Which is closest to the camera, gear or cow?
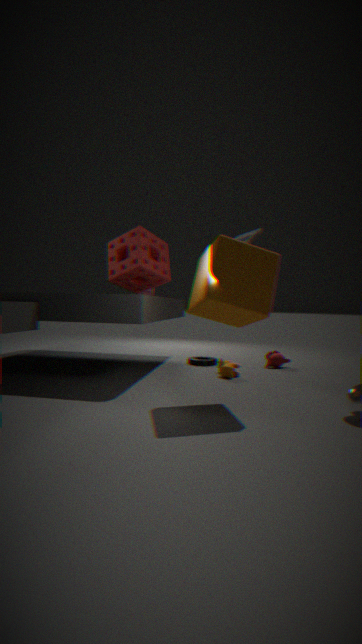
cow
